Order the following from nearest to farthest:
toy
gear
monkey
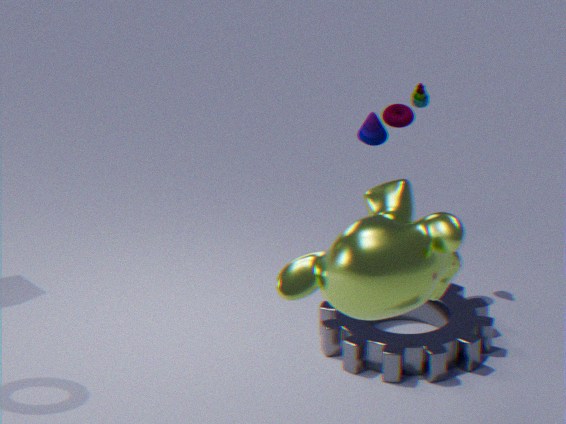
monkey → gear → toy
